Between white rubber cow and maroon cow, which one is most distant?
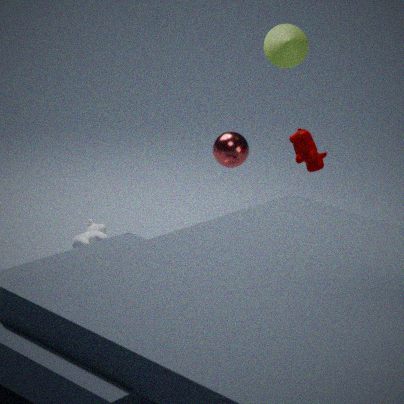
white rubber cow
